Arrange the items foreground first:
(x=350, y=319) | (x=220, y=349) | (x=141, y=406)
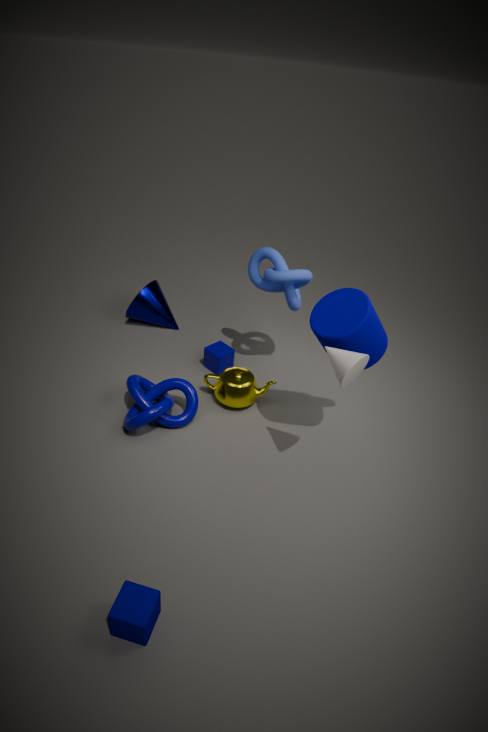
(x=350, y=319), (x=141, y=406), (x=220, y=349)
